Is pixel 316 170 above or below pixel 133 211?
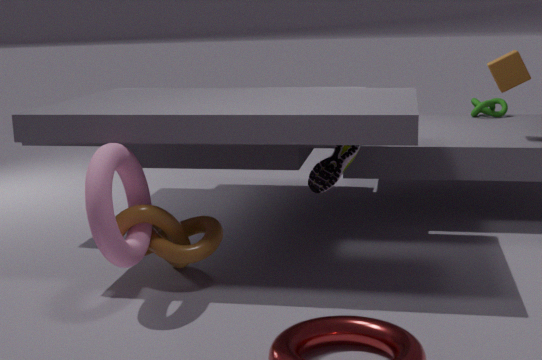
above
